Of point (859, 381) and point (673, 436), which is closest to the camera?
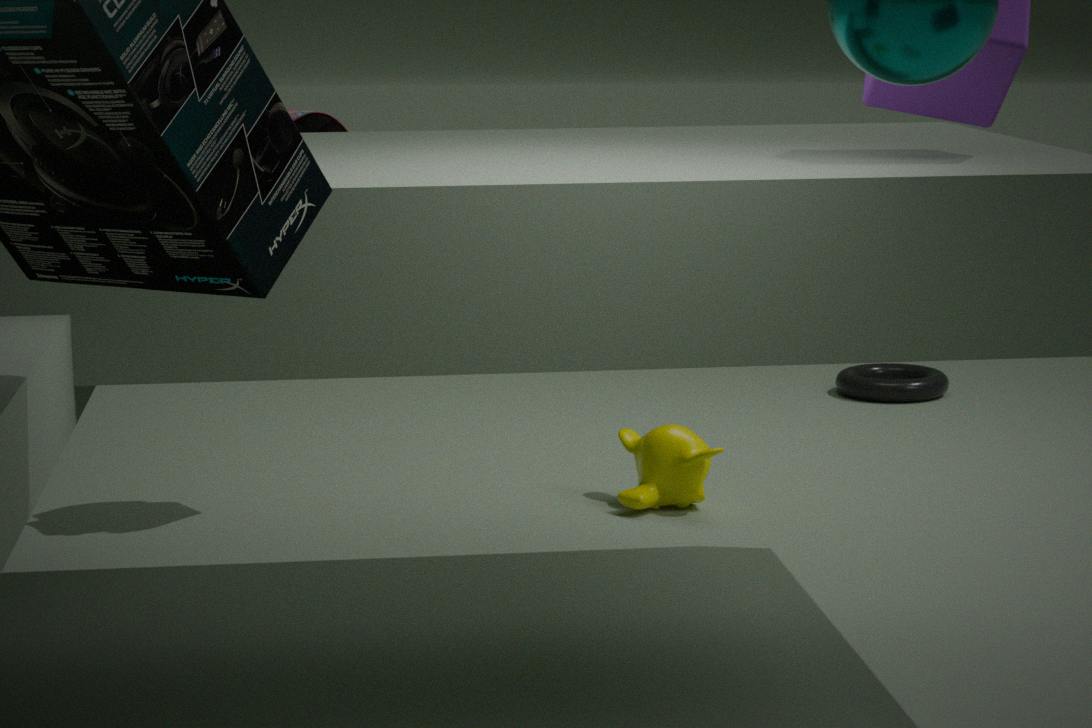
point (673, 436)
